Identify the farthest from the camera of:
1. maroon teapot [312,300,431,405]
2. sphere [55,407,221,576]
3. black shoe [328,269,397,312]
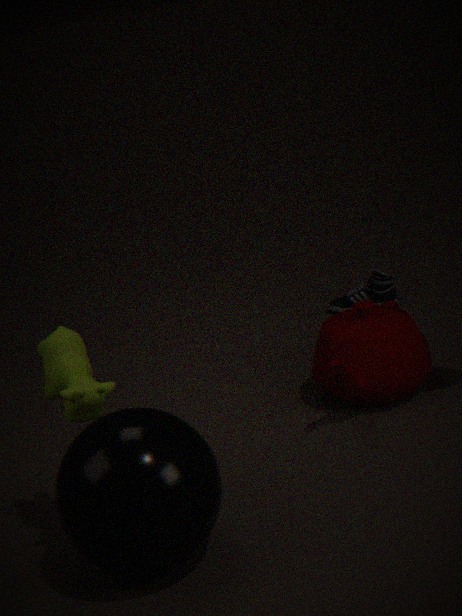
black shoe [328,269,397,312]
